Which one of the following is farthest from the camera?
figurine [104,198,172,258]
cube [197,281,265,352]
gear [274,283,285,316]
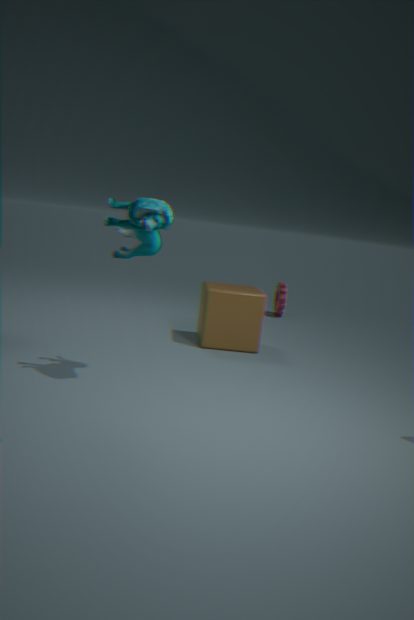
gear [274,283,285,316]
